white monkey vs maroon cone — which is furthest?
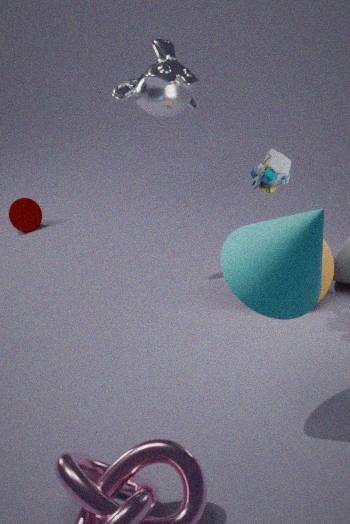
maroon cone
